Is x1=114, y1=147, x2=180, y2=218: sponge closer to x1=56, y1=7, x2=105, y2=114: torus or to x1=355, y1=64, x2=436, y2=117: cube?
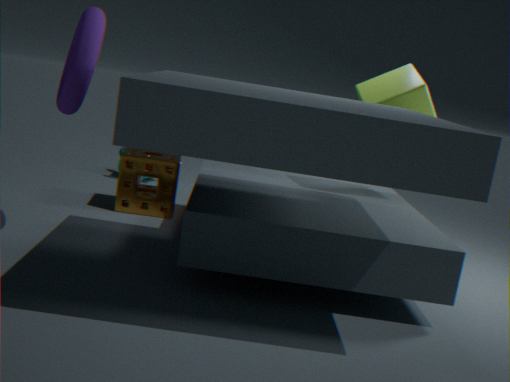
x1=56, y1=7, x2=105, y2=114: torus
